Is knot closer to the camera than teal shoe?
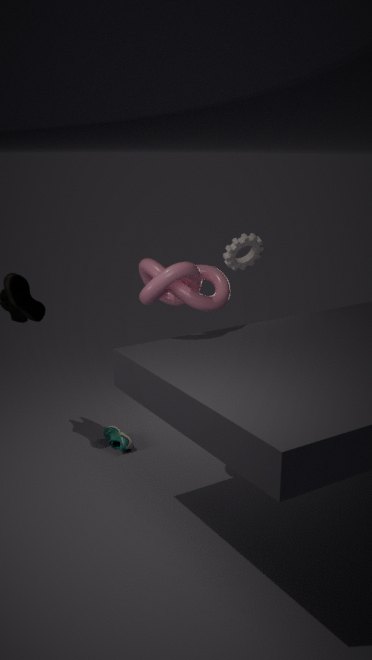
Yes
